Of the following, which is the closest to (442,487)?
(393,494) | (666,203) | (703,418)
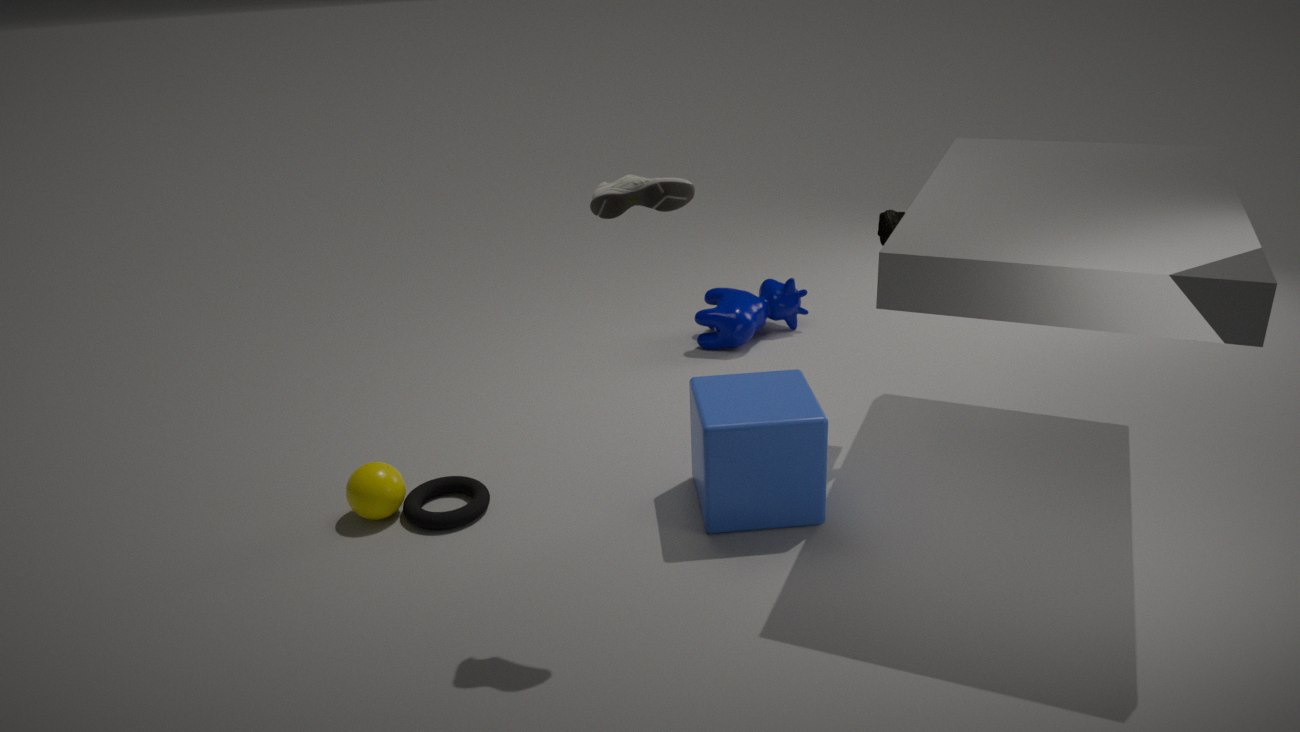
(393,494)
